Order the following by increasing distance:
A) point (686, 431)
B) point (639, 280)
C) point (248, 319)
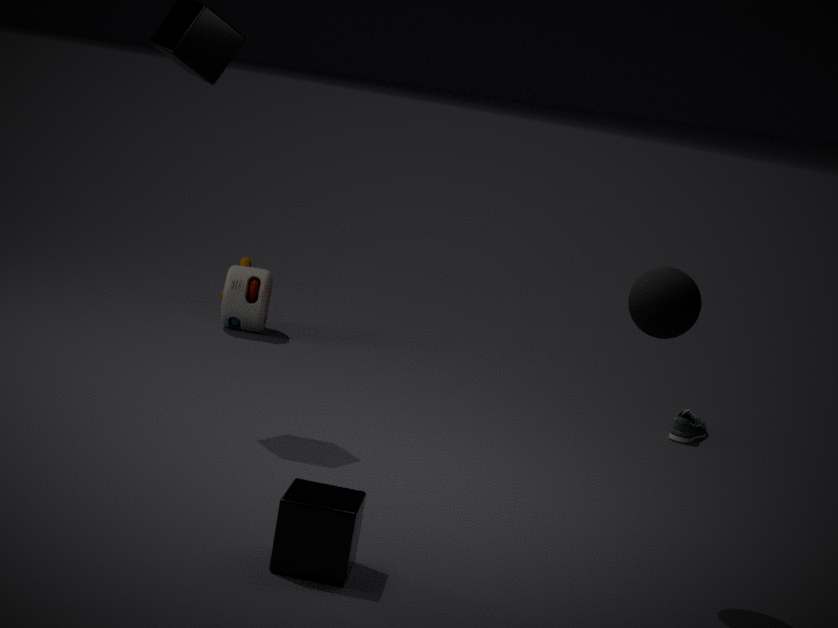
point (639, 280)
point (686, 431)
point (248, 319)
